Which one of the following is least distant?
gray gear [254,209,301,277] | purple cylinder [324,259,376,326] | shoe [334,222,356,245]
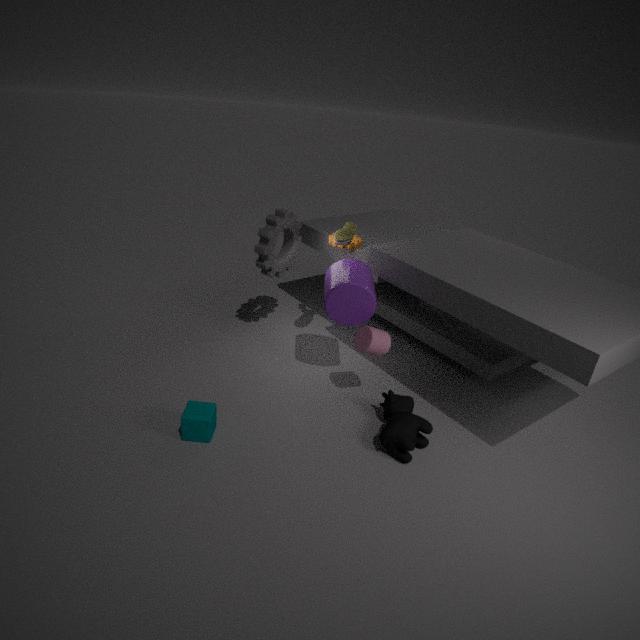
purple cylinder [324,259,376,326]
